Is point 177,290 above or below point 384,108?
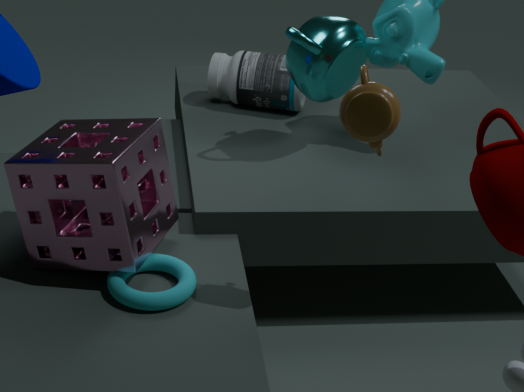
below
